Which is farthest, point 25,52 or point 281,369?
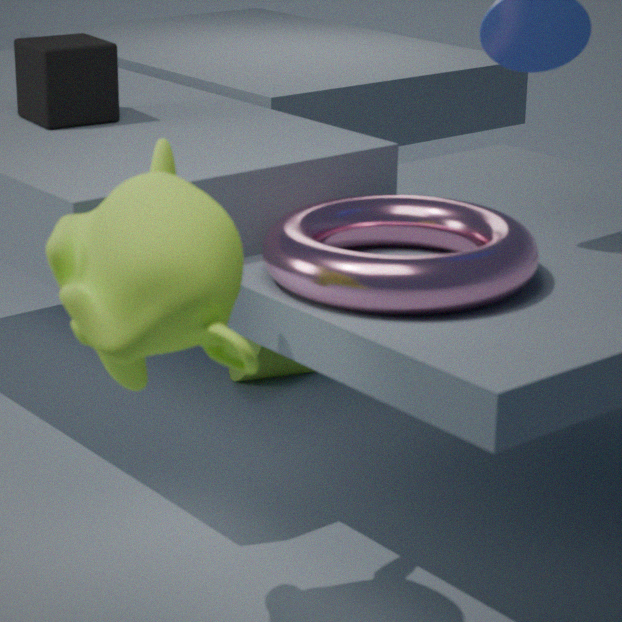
point 281,369
